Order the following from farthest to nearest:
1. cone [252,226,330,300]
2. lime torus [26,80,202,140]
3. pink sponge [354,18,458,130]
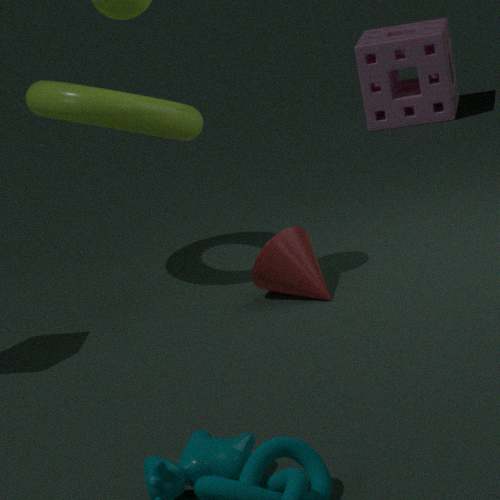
pink sponge [354,18,458,130] → lime torus [26,80,202,140] → cone [252,226,330,300]
